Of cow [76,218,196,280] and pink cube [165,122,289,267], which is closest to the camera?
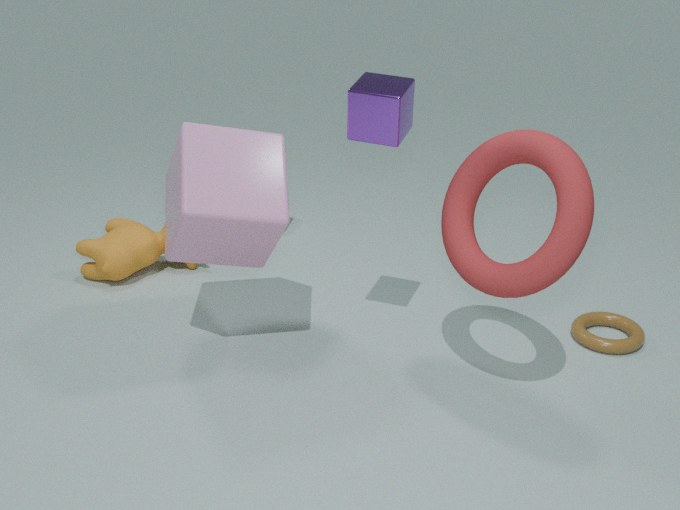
pink cube [165,122,289,267]
